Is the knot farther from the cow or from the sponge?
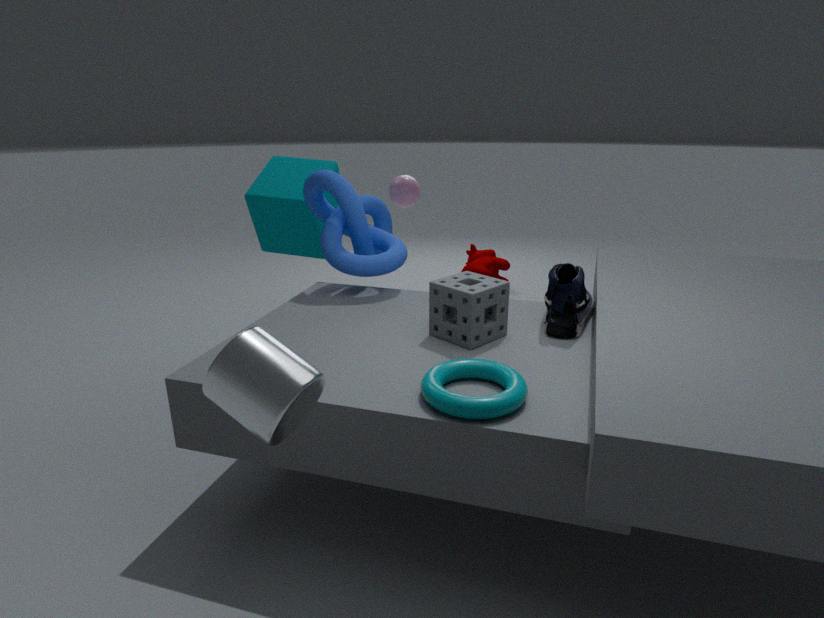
the cow
